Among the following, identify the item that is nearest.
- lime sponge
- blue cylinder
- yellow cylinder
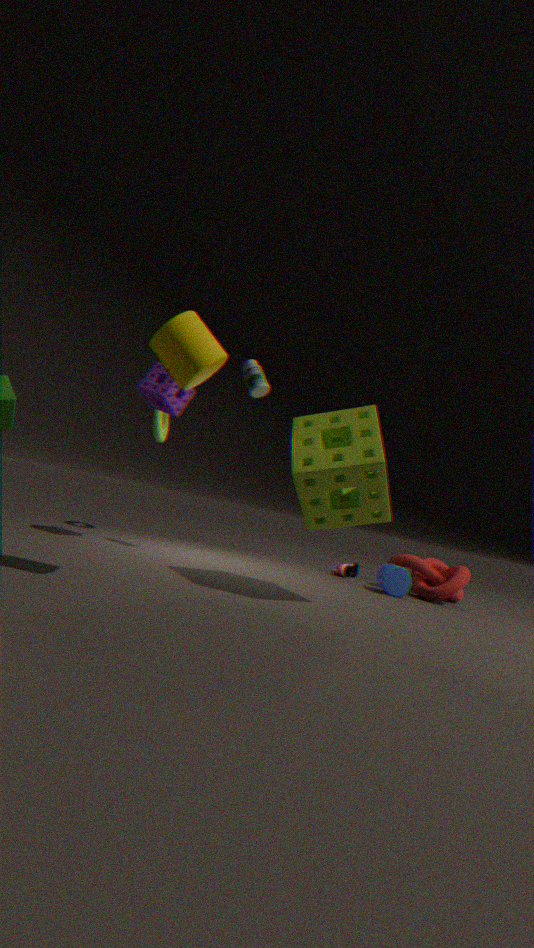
yellow cylinder
